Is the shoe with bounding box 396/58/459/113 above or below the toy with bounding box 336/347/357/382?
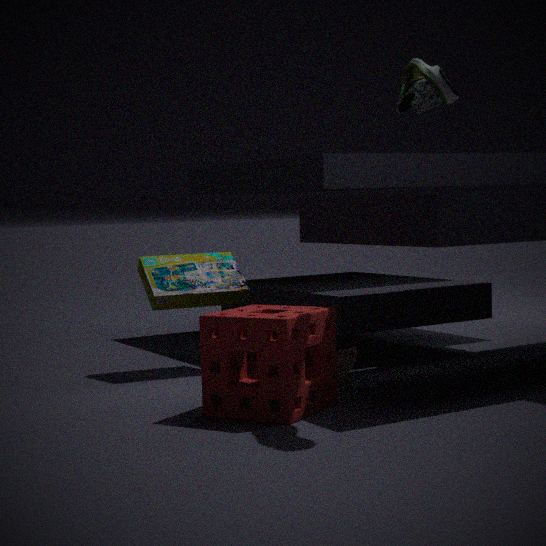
above
